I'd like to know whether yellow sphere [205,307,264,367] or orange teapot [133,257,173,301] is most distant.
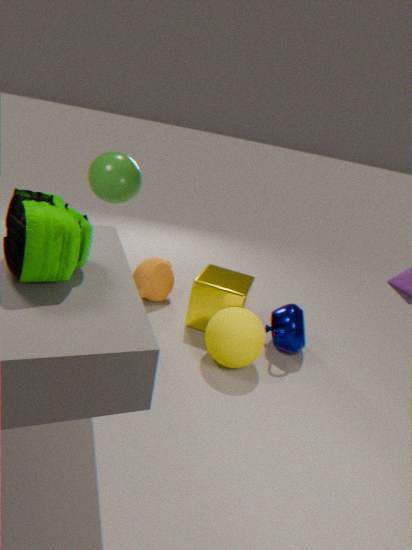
orange teapot [133,257,173,301]
